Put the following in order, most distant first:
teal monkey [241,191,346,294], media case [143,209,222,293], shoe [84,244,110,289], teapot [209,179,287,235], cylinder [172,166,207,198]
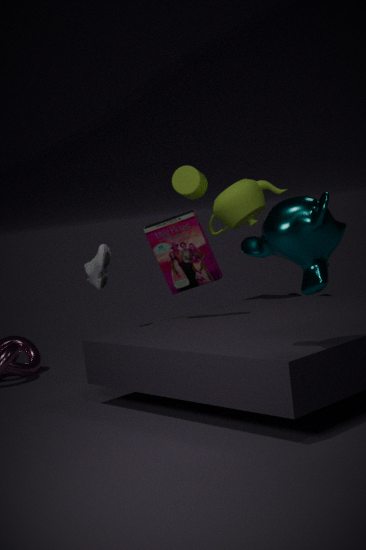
cylinder [172,166,207,198] → teapot [209,179,287,235] → shoe [84,244,110,289] → media case [143,209,222,293] → teal monkey [241,191,346,294]
